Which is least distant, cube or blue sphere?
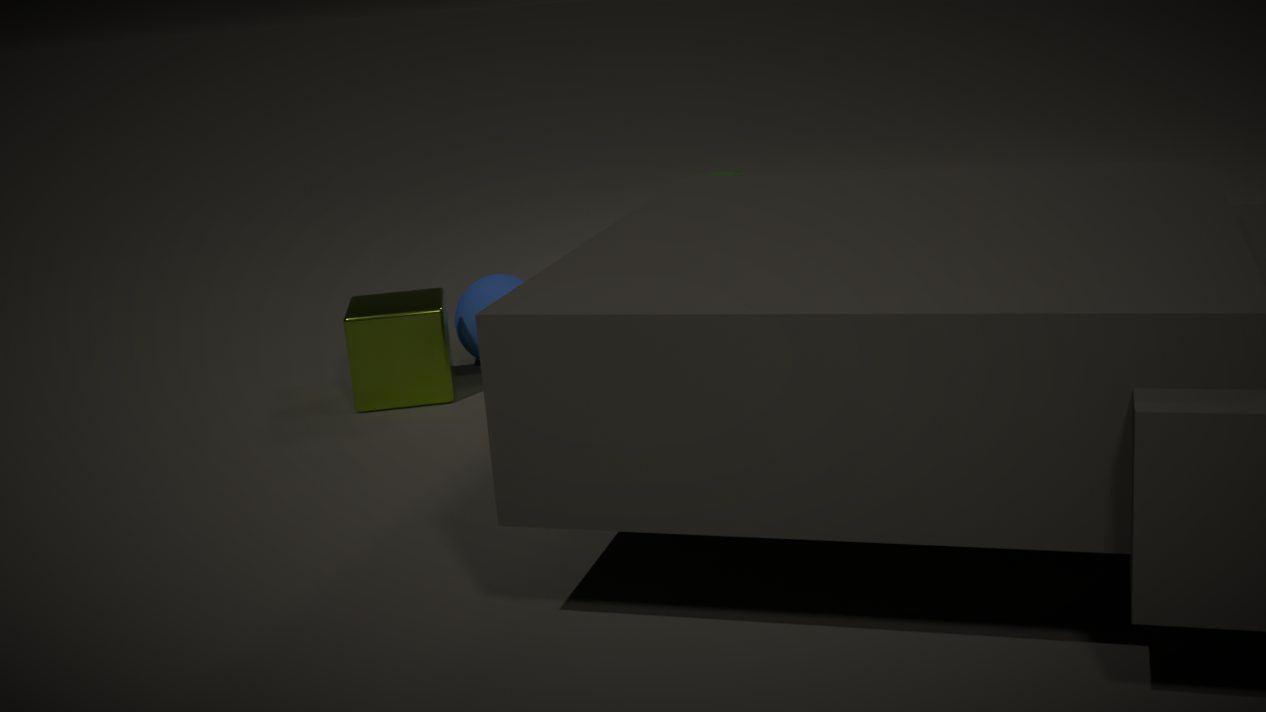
cube
